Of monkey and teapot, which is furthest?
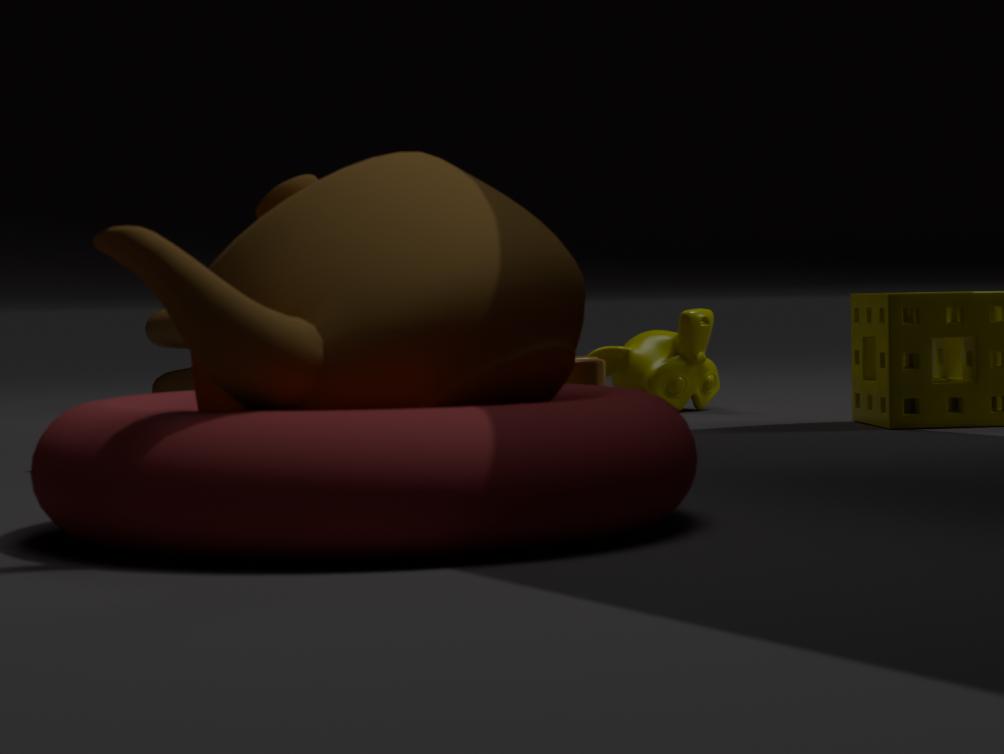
monkey
